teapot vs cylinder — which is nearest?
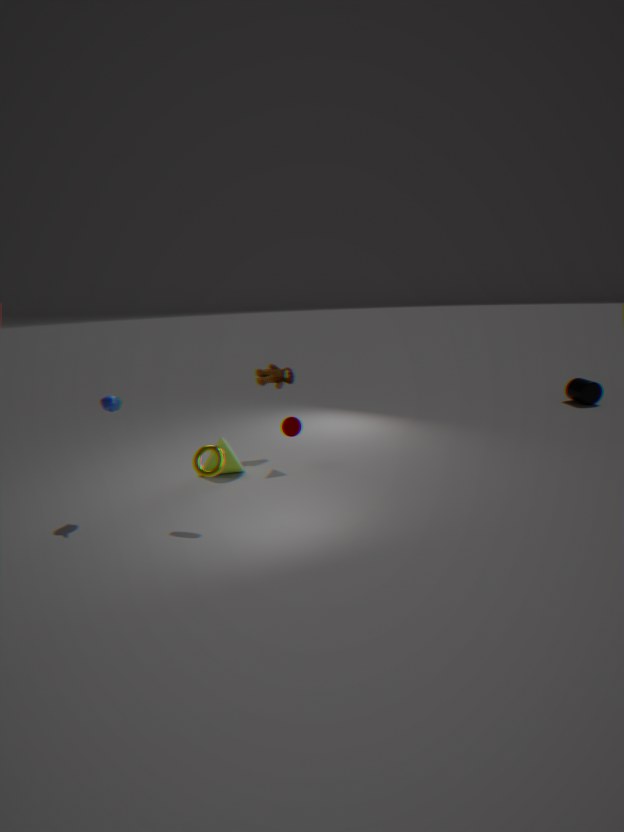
teapot
